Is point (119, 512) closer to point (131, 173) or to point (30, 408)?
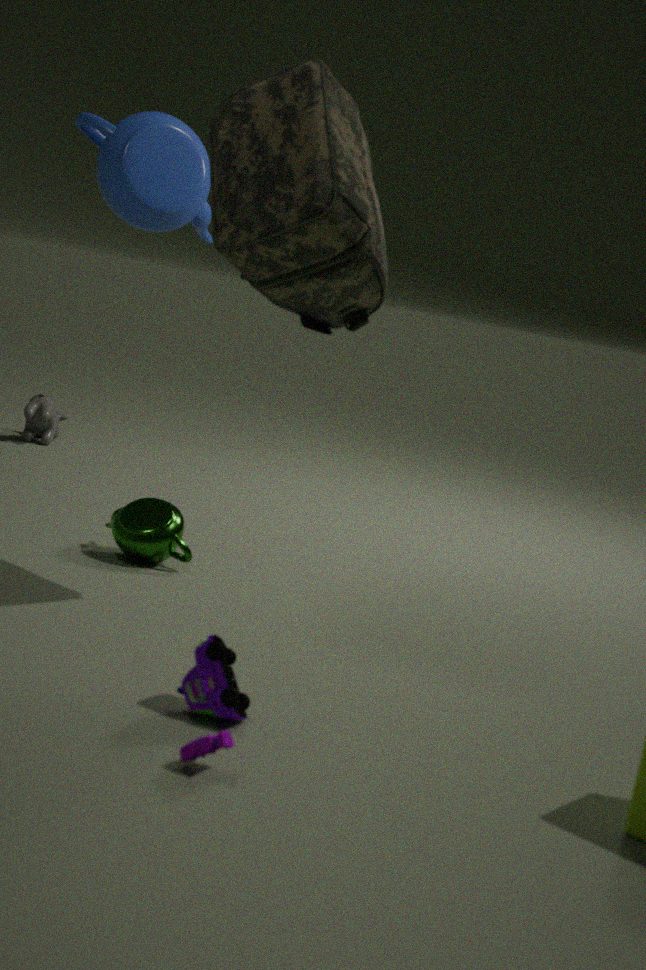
point (131, 173)
